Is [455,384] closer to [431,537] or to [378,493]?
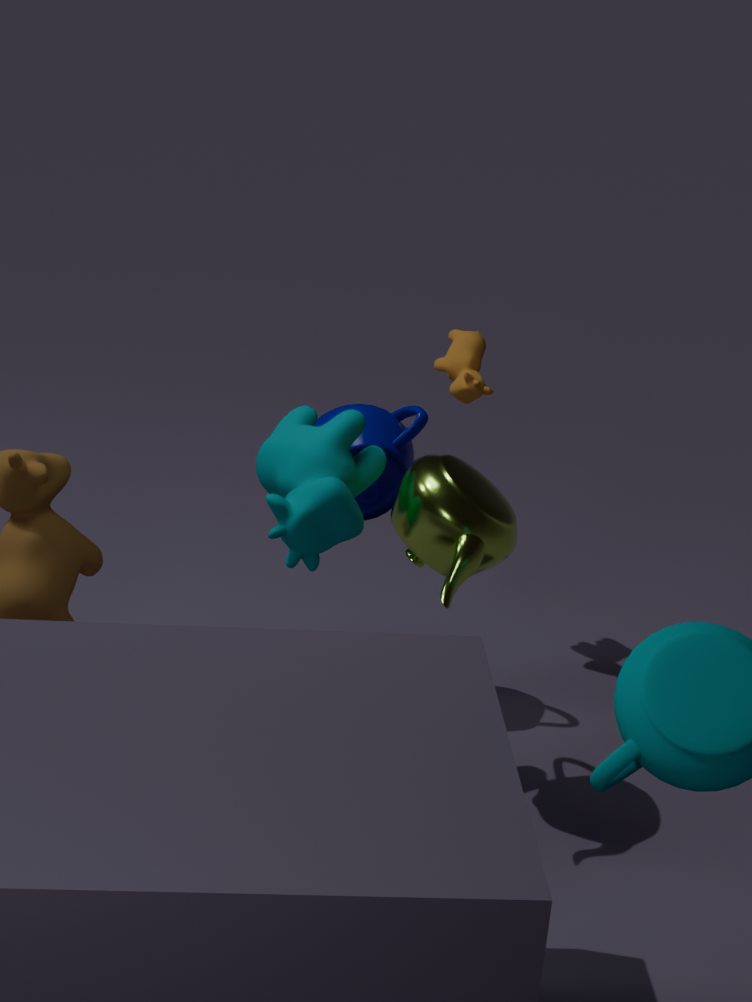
[378,493]
